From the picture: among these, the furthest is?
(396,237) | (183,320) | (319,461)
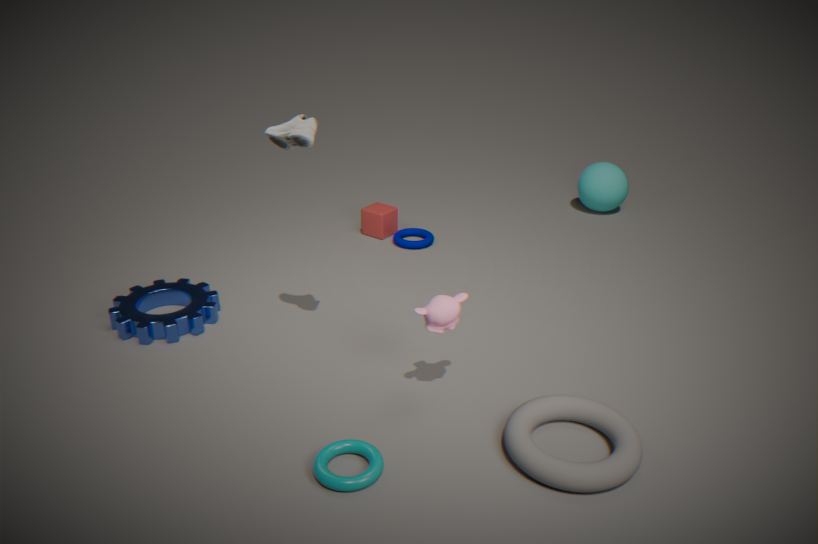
(396,237)
